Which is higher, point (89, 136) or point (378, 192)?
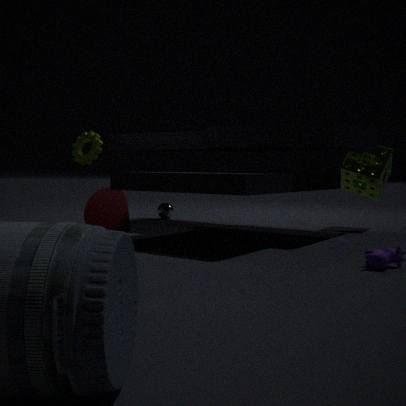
point (89, 136)
